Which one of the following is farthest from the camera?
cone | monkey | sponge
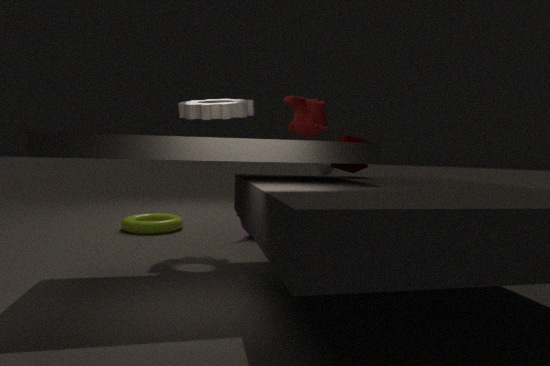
cone
